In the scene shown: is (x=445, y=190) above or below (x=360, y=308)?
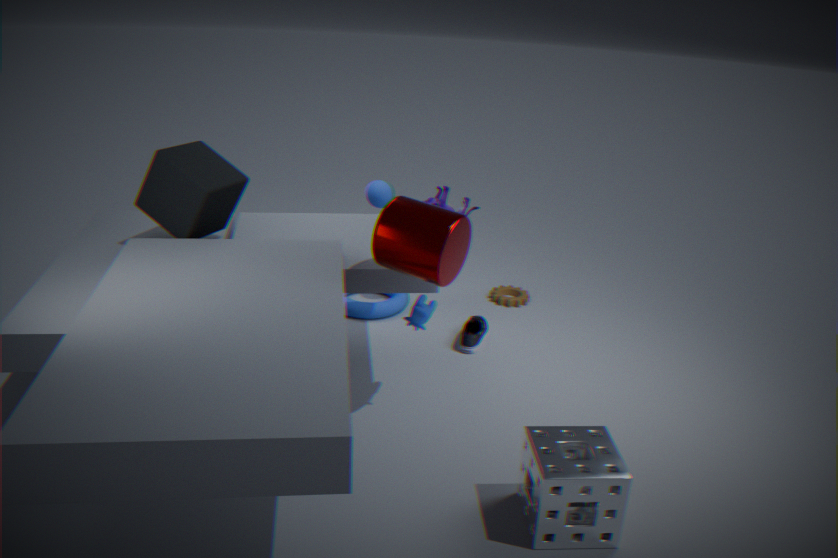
above
